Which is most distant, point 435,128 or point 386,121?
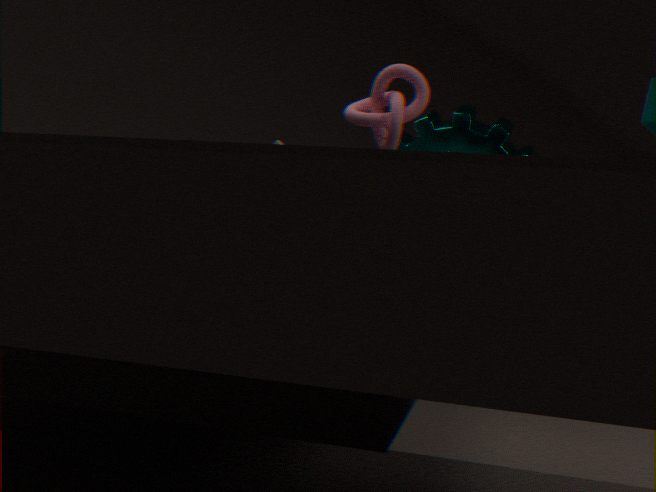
point 435,128
